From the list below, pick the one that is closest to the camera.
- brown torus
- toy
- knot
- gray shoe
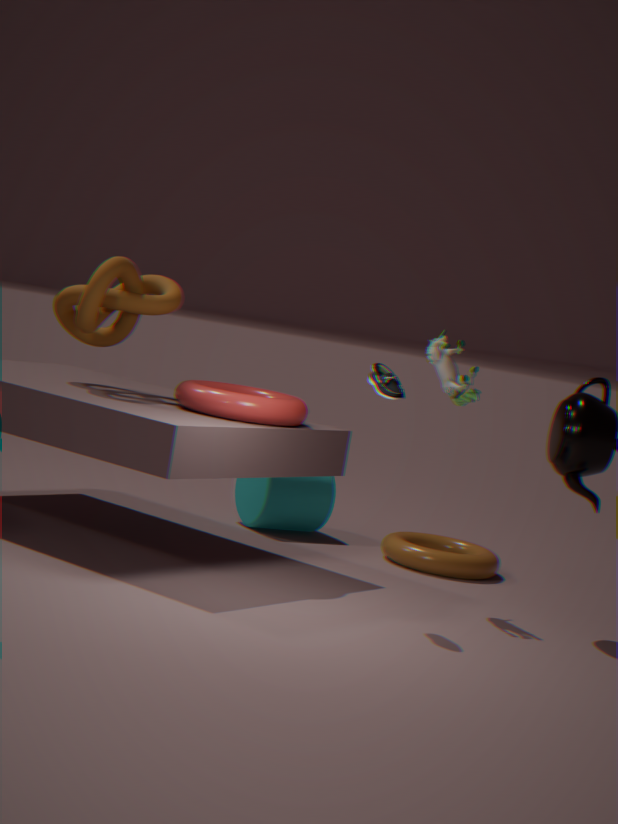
gray shoe
